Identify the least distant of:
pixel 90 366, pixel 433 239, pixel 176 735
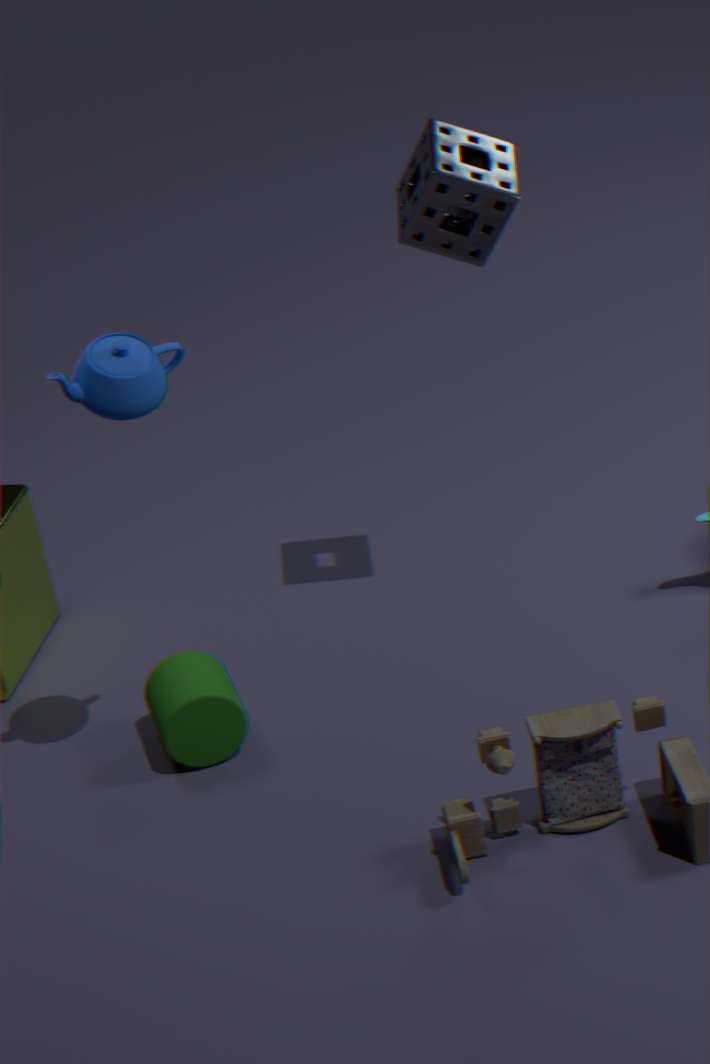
pixel 90 366
